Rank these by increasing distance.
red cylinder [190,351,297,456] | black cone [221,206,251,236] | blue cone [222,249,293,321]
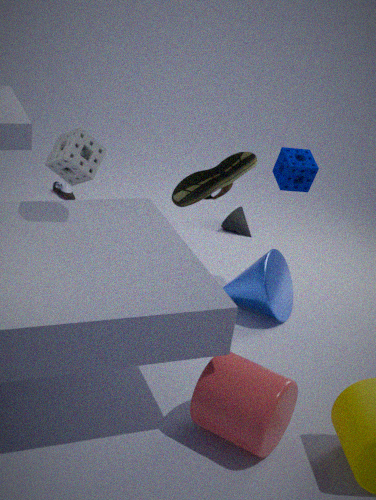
red cylinder [190,351,297,456] → blue cone [222,249,293,321] → black cone [221,206,251,236]
